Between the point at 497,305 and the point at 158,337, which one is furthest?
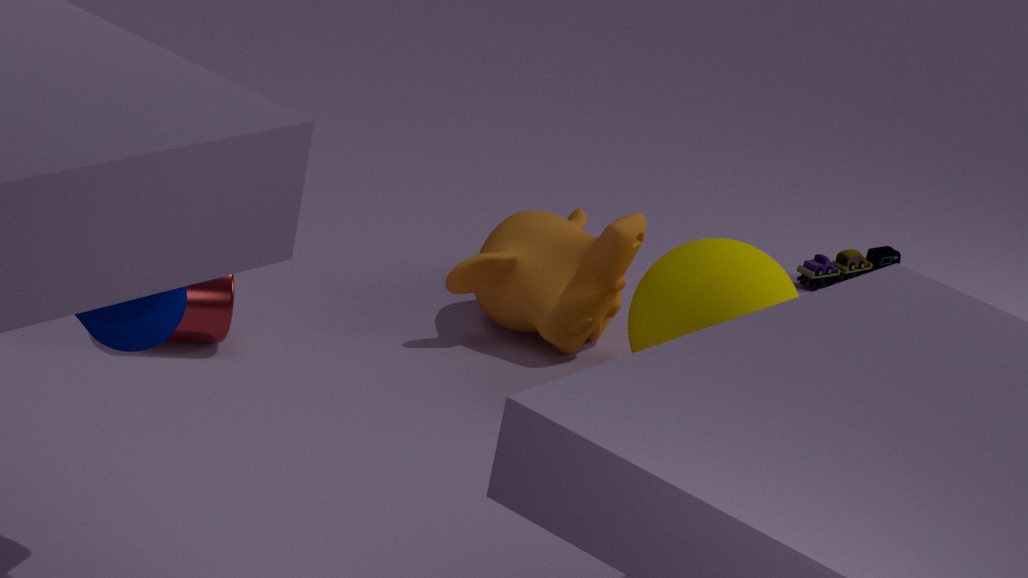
the point at 497,305
